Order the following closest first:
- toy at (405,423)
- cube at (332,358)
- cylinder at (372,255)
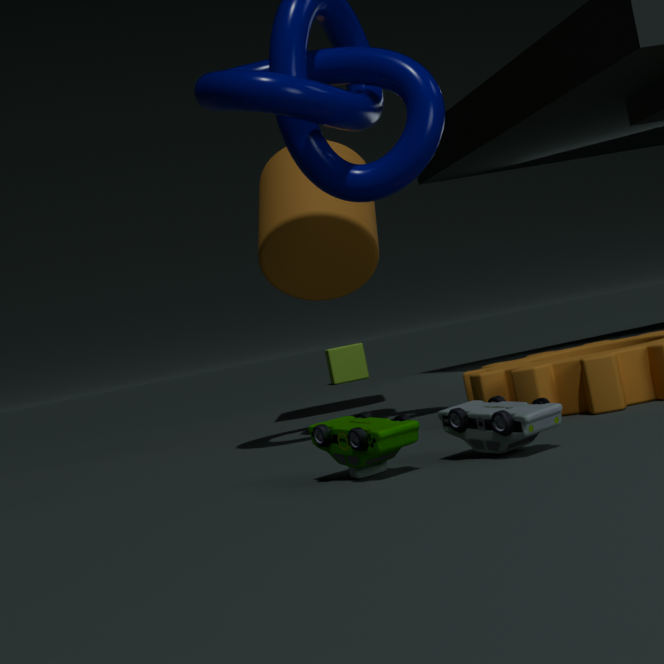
toy at (405,423), cylinder at (372,255), cube at (332,358)
